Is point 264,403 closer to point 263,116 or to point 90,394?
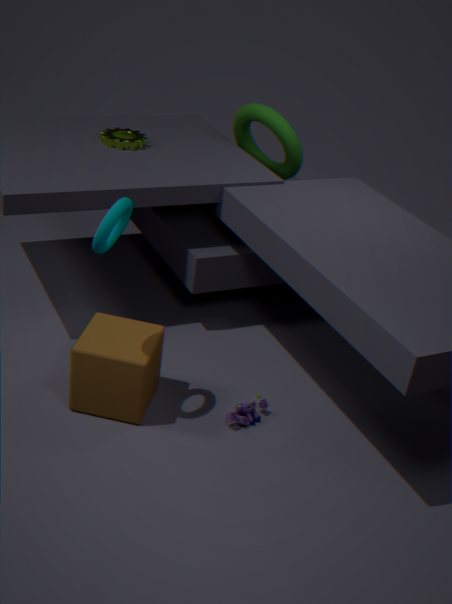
point 90,394
